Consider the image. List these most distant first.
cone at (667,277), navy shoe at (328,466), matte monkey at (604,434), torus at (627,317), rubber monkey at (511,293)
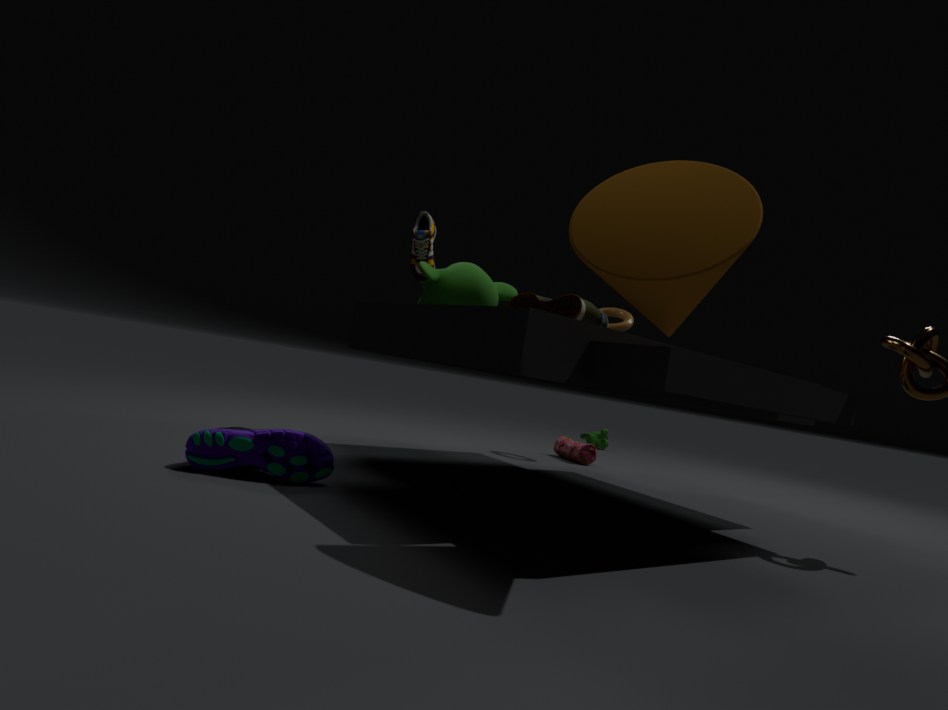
matte monkey at (604,434) → torus at (627,317) → rubber monkey at (511,293) → navy shoe at (328,466) → cone at (667,277)
